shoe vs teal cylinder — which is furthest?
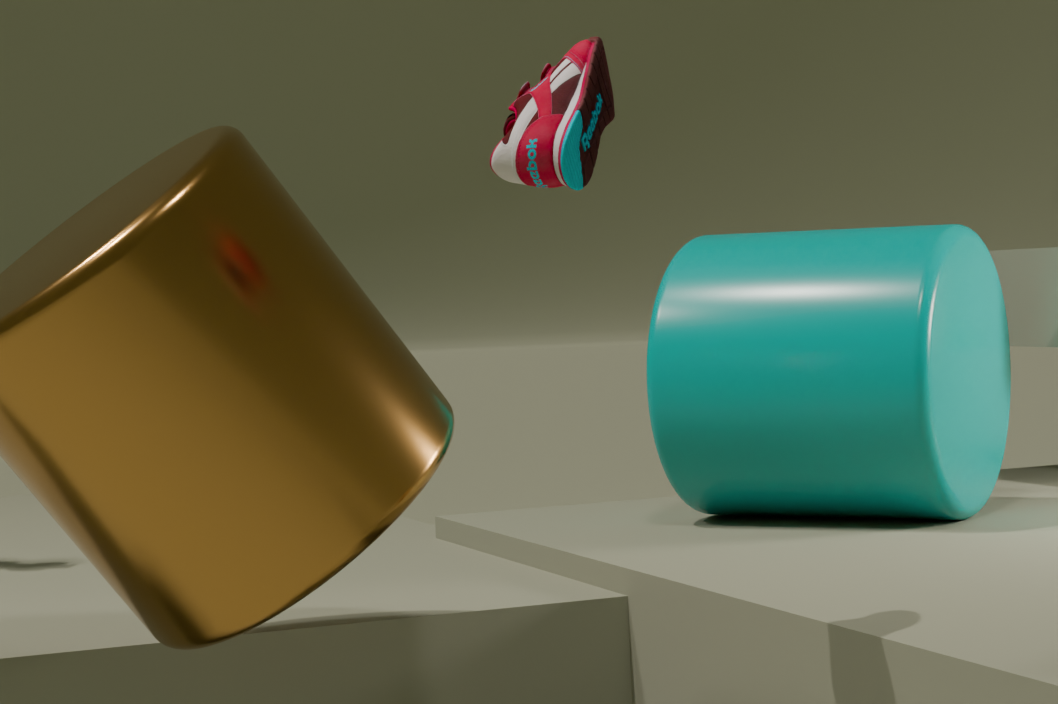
teal cylinder
